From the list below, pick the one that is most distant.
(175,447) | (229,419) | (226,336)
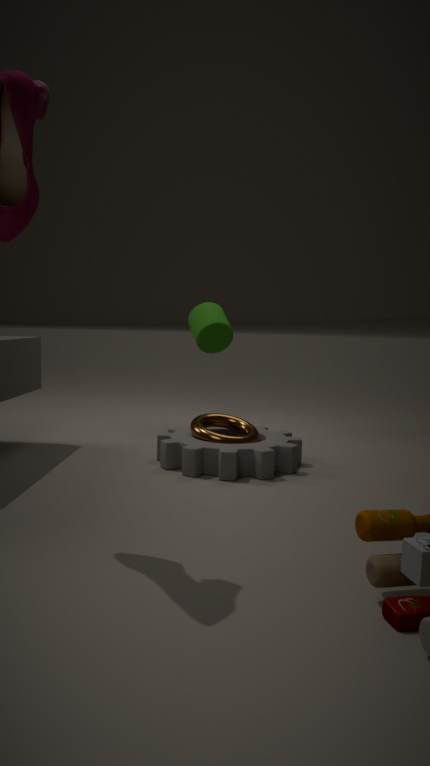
(226,336)
